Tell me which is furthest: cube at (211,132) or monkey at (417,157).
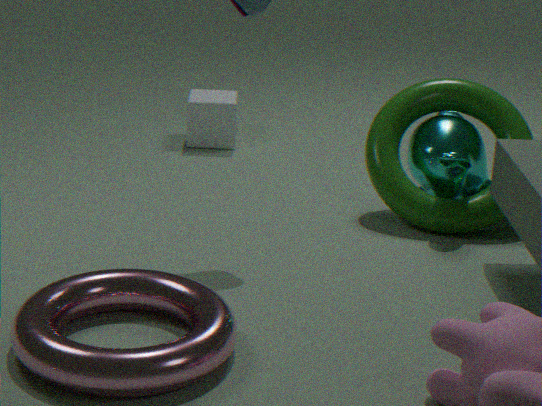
cube at (211,132)
